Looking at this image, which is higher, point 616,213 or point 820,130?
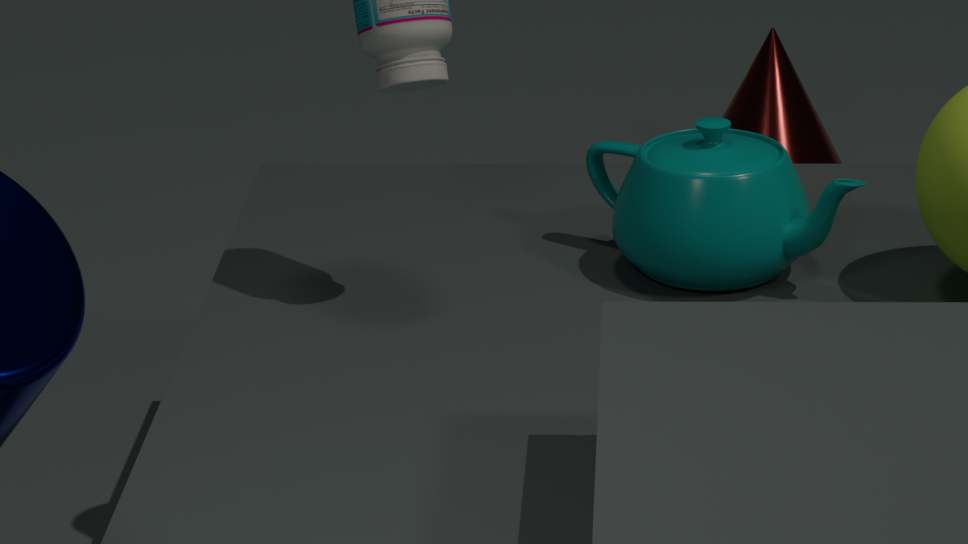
point 616,213
